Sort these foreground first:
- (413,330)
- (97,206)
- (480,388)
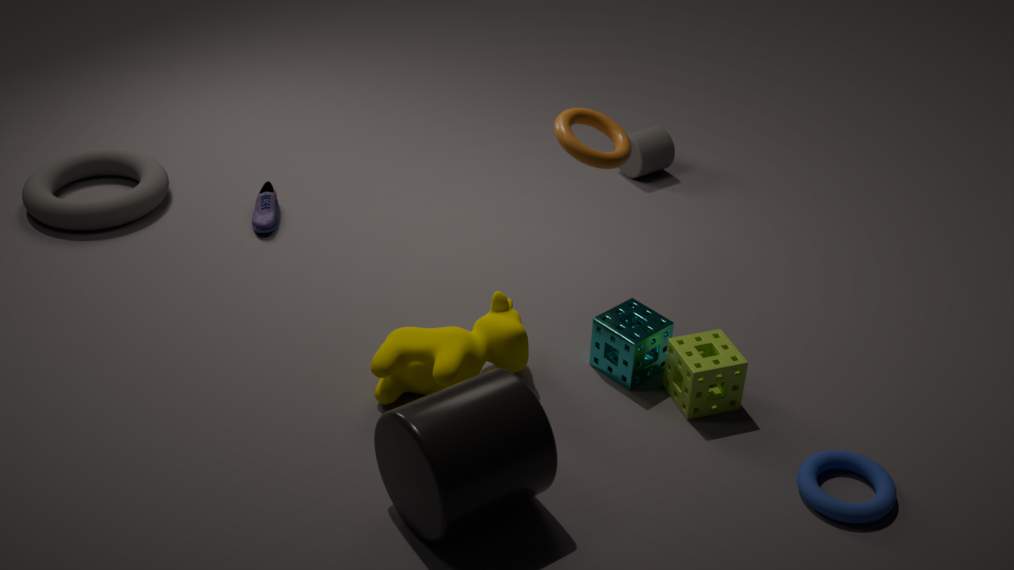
1. (480,388)
2. (413,330)
3. (97,206)
